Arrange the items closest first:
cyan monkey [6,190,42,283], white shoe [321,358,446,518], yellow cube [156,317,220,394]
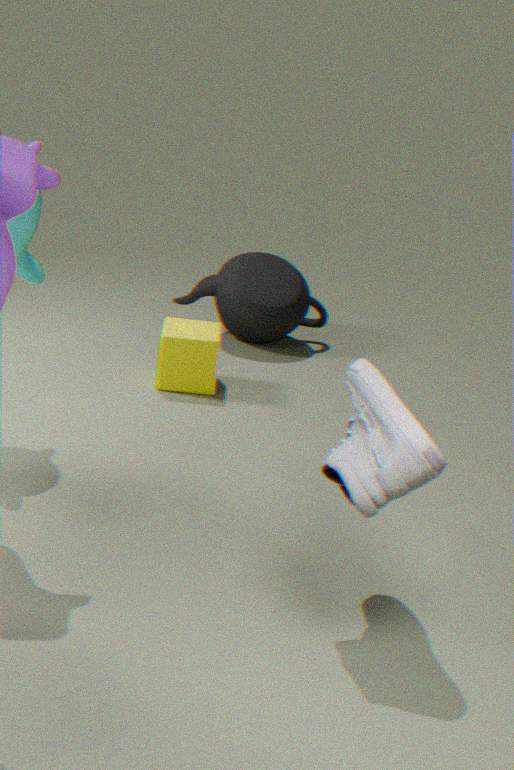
white shoe [321,358,446,518]
cyan monkey [6,190,42,283]
yellow cube [156,317,220,394]
